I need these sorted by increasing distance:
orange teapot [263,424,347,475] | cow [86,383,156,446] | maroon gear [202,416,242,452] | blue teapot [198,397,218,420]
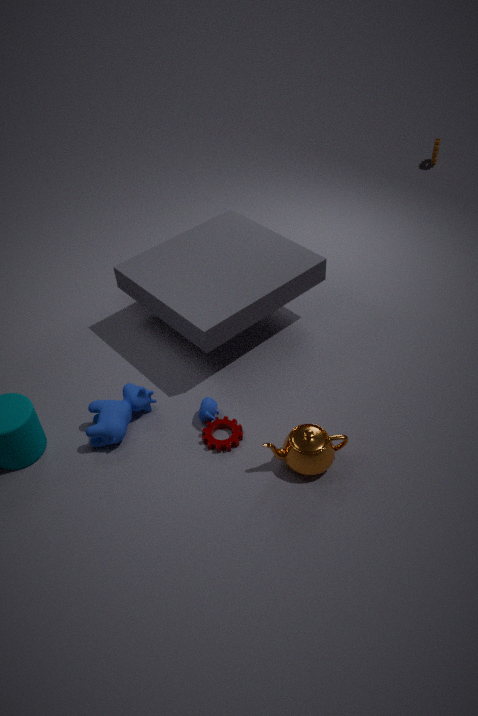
orange teapot [263,424,347,475]
cow [86,383,156,446]
maroon gear [202,416,242,452]
blue teapot [198,397,218,420]
